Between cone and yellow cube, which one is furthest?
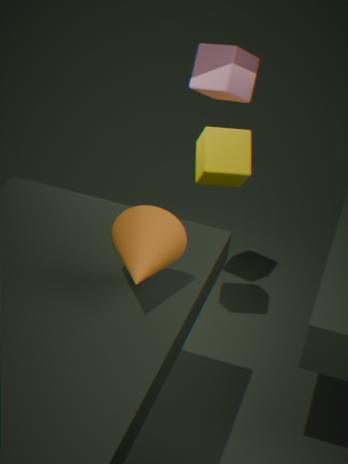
yellow cube
